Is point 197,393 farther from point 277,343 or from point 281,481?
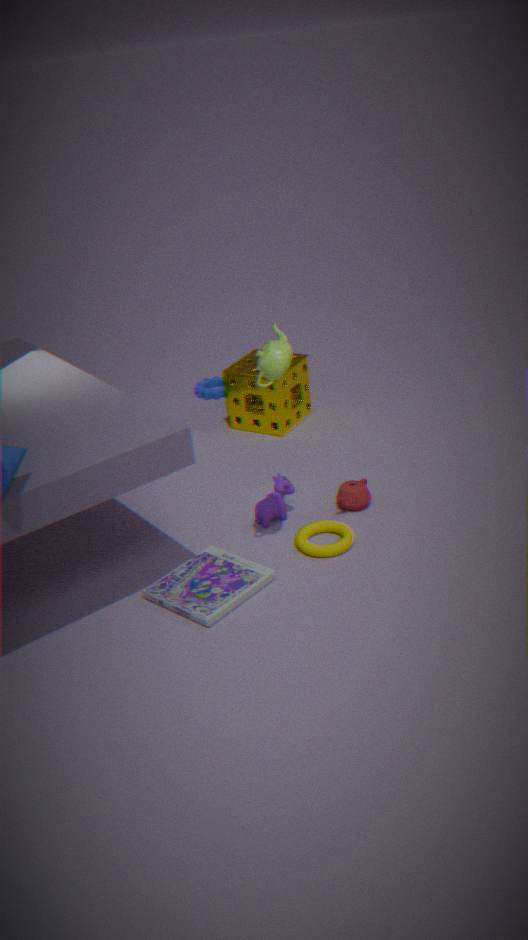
point 277,343
